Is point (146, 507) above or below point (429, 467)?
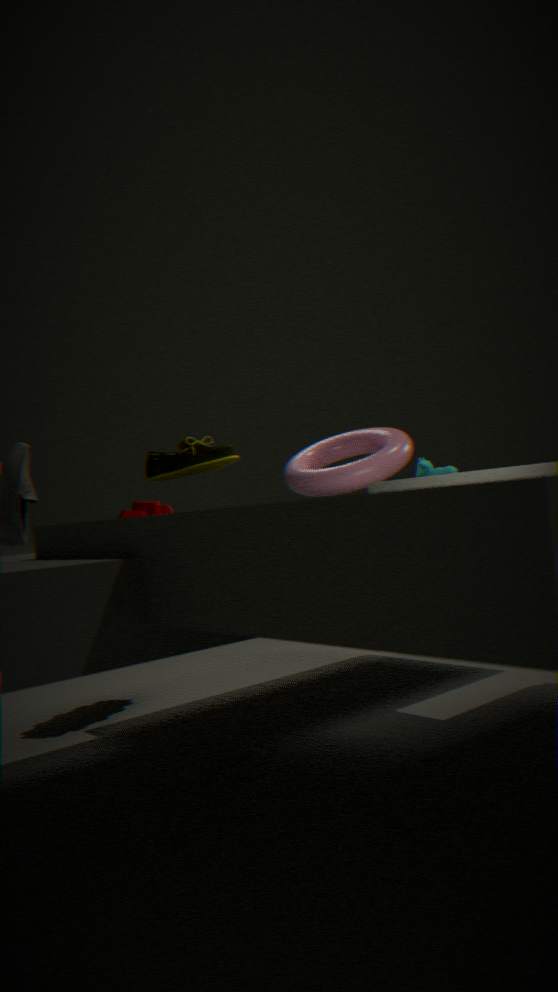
below
